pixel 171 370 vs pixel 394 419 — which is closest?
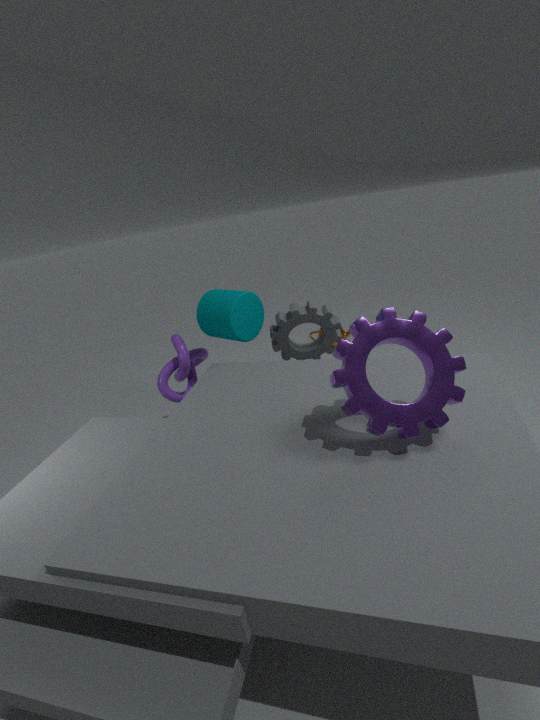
pixel 394 419
